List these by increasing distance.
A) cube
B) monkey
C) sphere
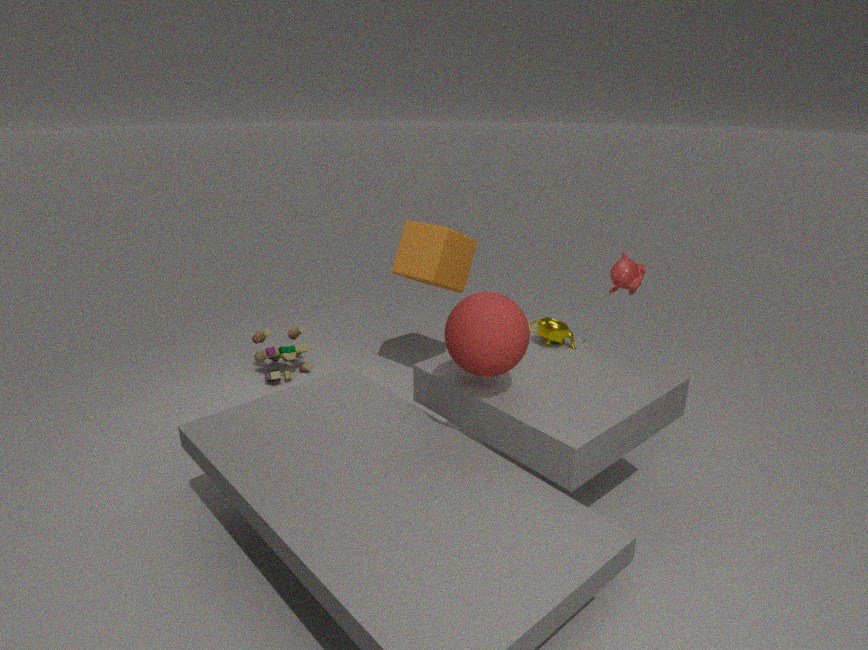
sphere < monkey < cube
